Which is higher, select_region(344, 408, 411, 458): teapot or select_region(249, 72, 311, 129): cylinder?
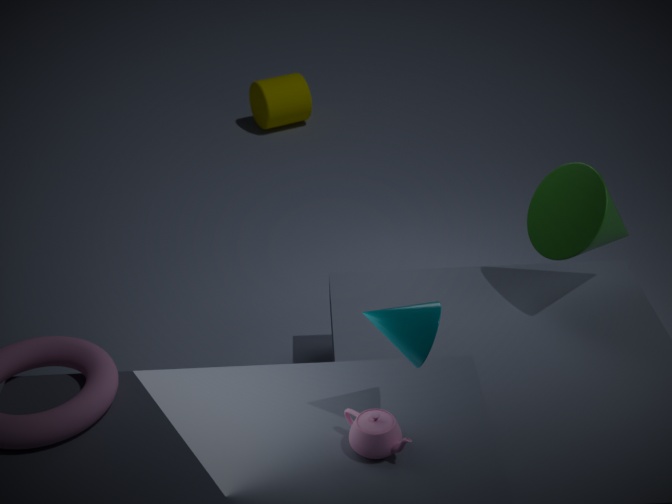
select_region(344, 408, 411, 458): teapot
